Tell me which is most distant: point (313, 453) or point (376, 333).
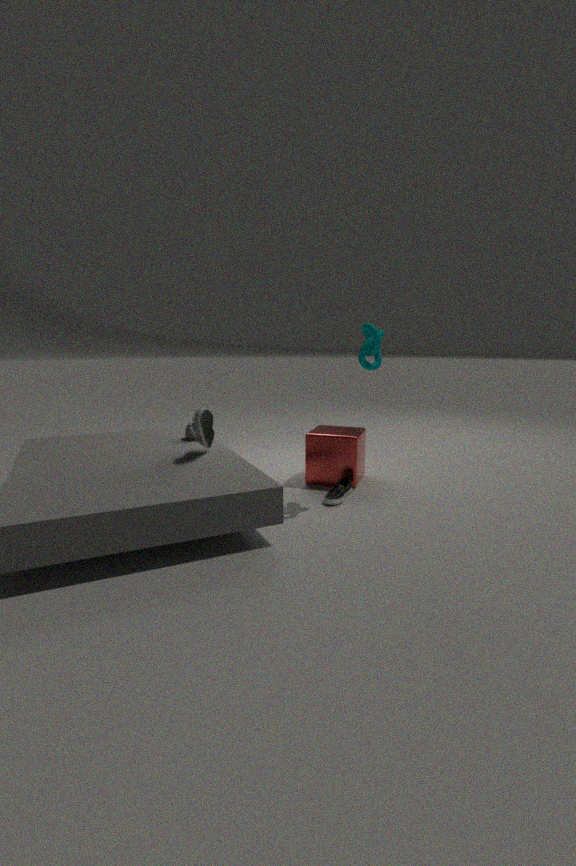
point (313, 453)
